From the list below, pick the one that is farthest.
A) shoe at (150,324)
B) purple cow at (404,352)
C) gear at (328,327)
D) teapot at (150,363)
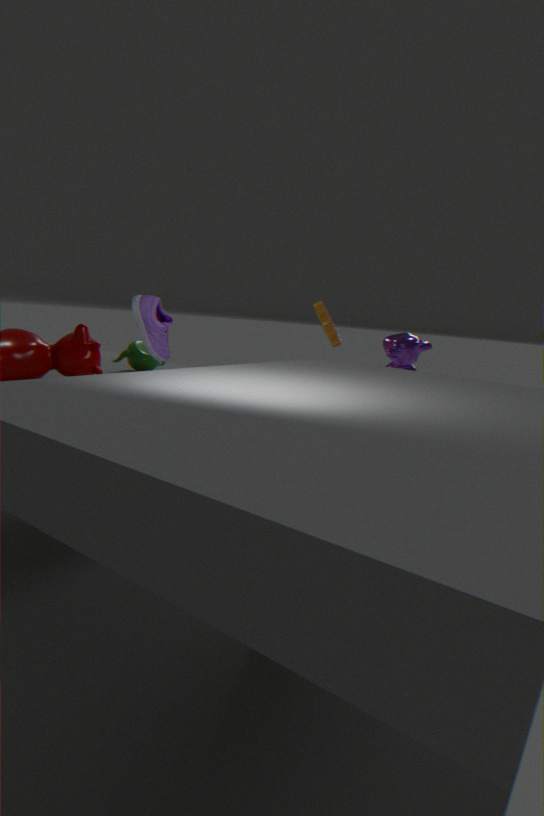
gear at (328,327)
